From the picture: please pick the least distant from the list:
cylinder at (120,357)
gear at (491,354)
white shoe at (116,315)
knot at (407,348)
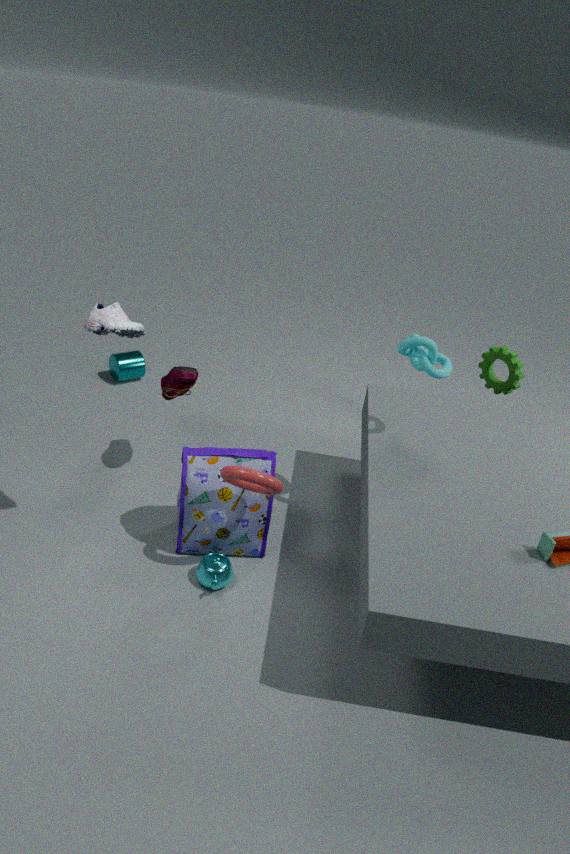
white shoe at (116,315)
